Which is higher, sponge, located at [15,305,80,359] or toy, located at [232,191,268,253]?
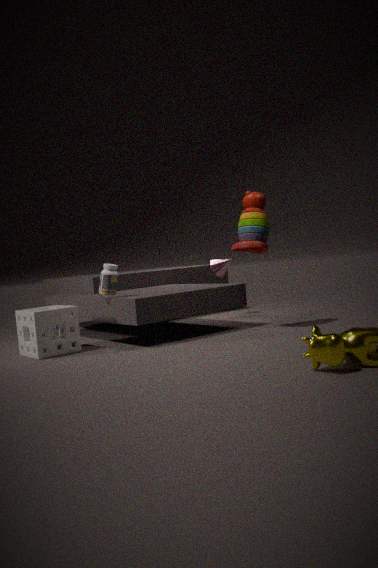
toy, located at [232,191,268,253]
